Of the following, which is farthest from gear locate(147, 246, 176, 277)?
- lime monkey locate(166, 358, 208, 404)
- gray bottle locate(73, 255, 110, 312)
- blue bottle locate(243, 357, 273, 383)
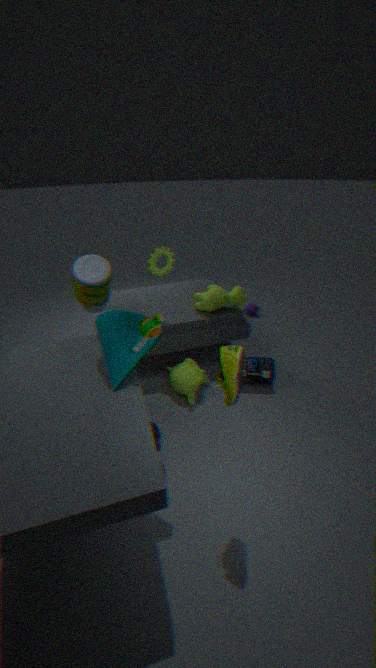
blue bottle locate(243, 357, 273, 383)
